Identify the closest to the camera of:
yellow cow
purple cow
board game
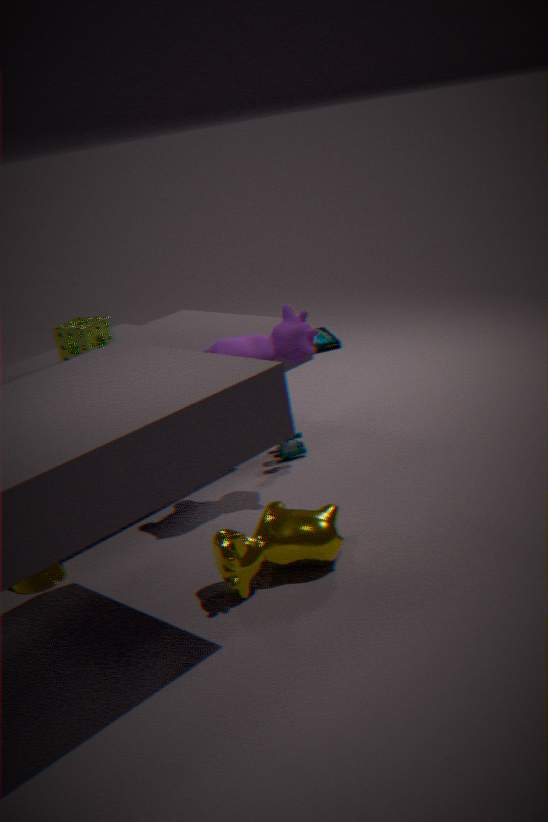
yellow cow
